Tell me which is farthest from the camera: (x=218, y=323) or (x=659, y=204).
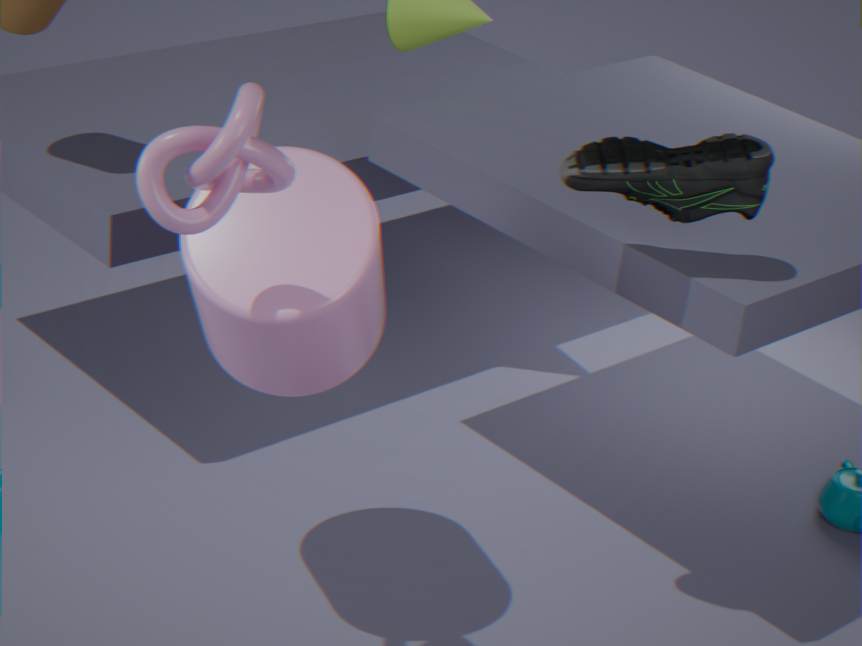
(x=659, y=204)
